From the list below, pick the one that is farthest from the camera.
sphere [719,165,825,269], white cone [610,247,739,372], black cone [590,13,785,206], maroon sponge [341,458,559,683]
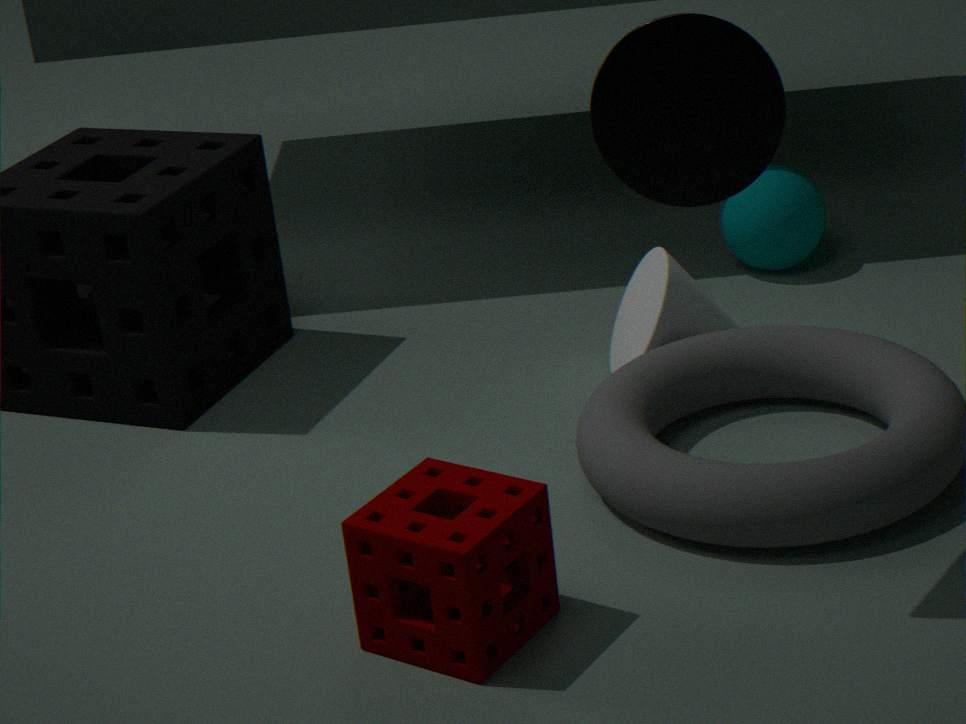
sphere [719,165,825,269]
